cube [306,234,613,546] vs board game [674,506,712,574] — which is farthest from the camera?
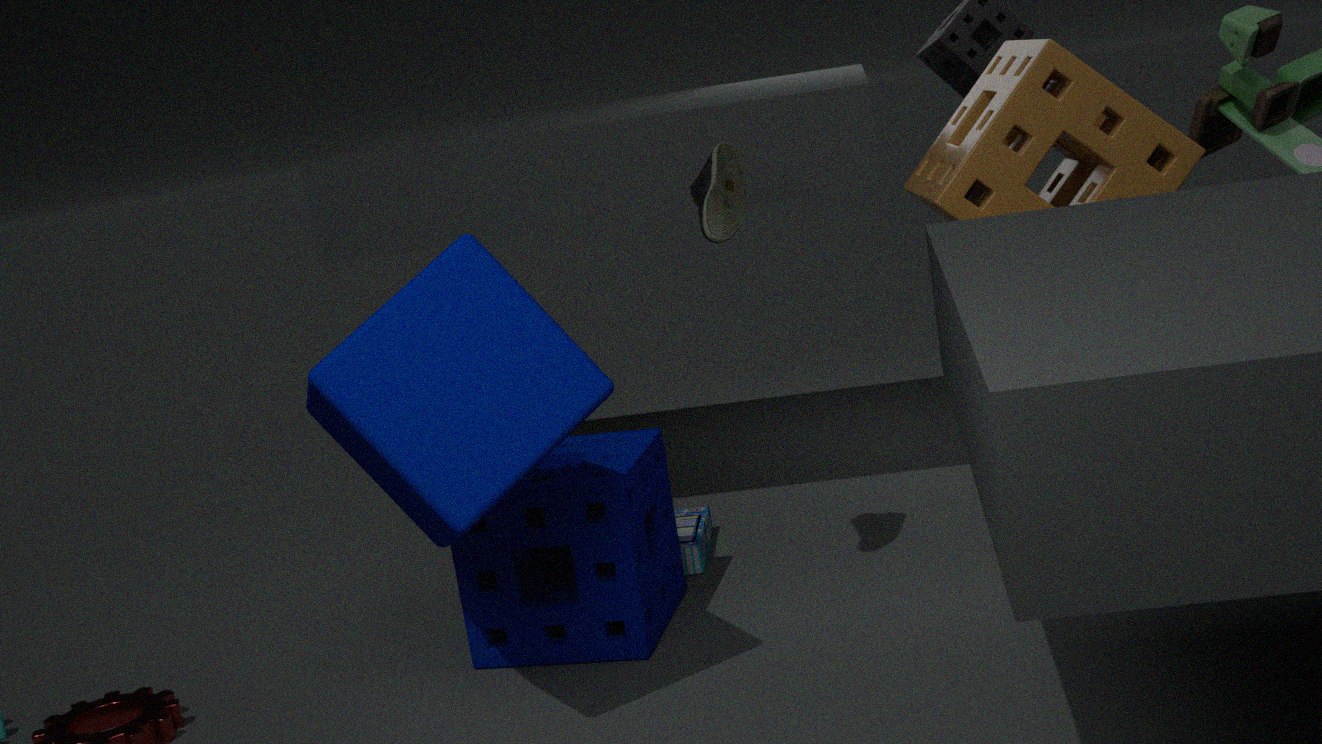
board game [674,506,712,574]
